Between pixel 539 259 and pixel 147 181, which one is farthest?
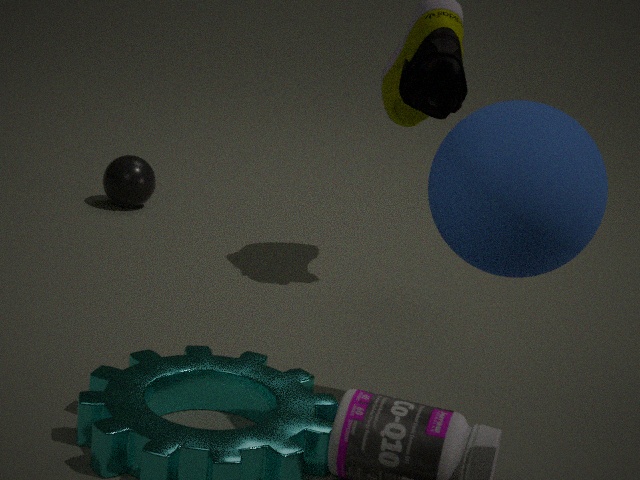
pixel 147 181
